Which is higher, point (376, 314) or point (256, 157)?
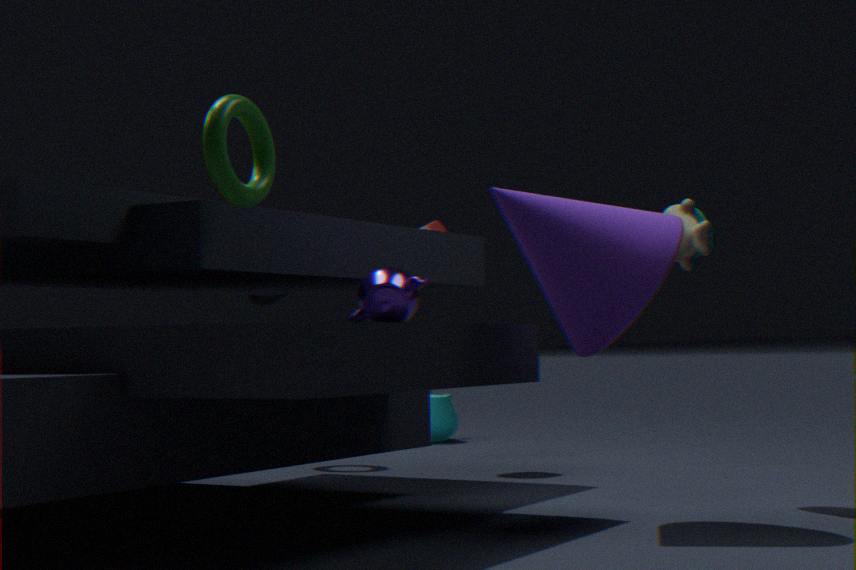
point (256, 157)
